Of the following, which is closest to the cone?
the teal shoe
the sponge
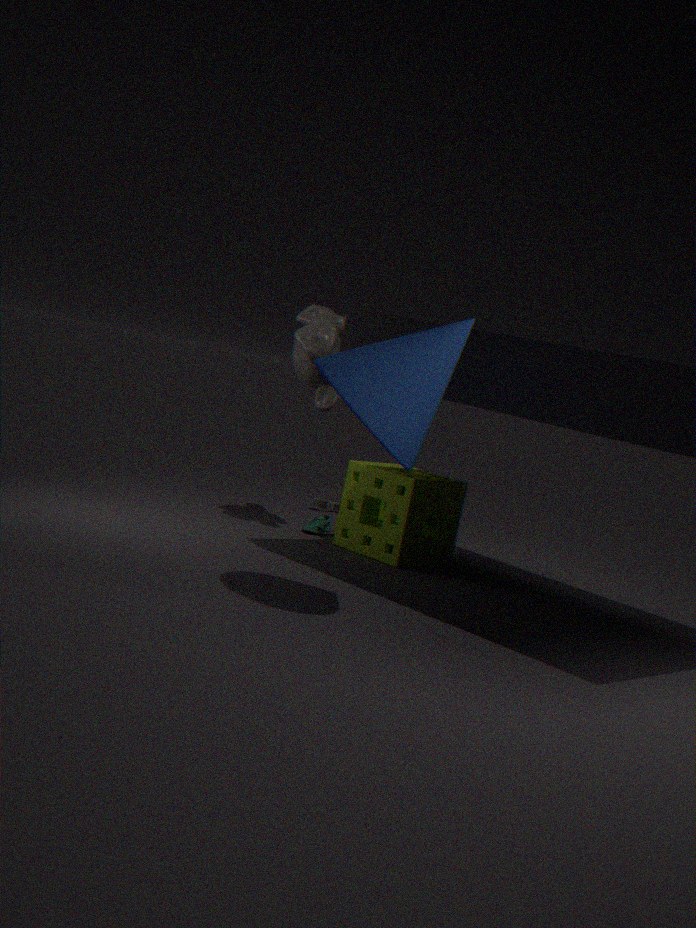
the sponge
